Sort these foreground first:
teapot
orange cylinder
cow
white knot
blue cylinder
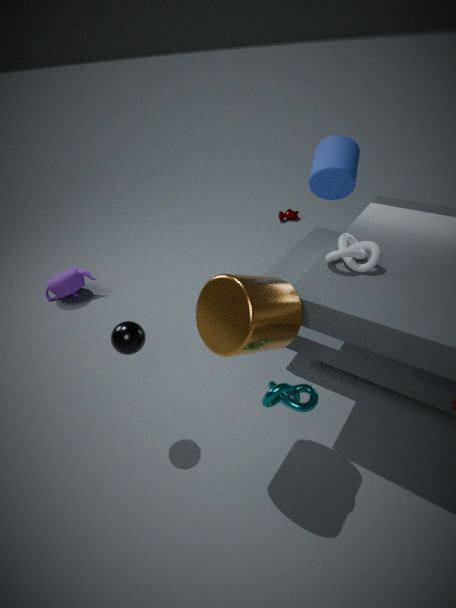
orange cylinder, white knot, blue cylinder, teapot, cow
